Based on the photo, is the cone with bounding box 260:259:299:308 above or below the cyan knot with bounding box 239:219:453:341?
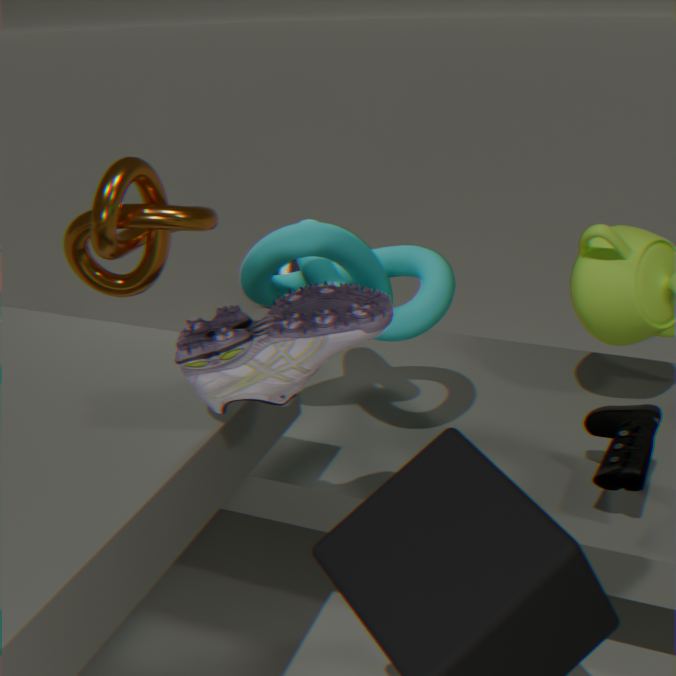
below
